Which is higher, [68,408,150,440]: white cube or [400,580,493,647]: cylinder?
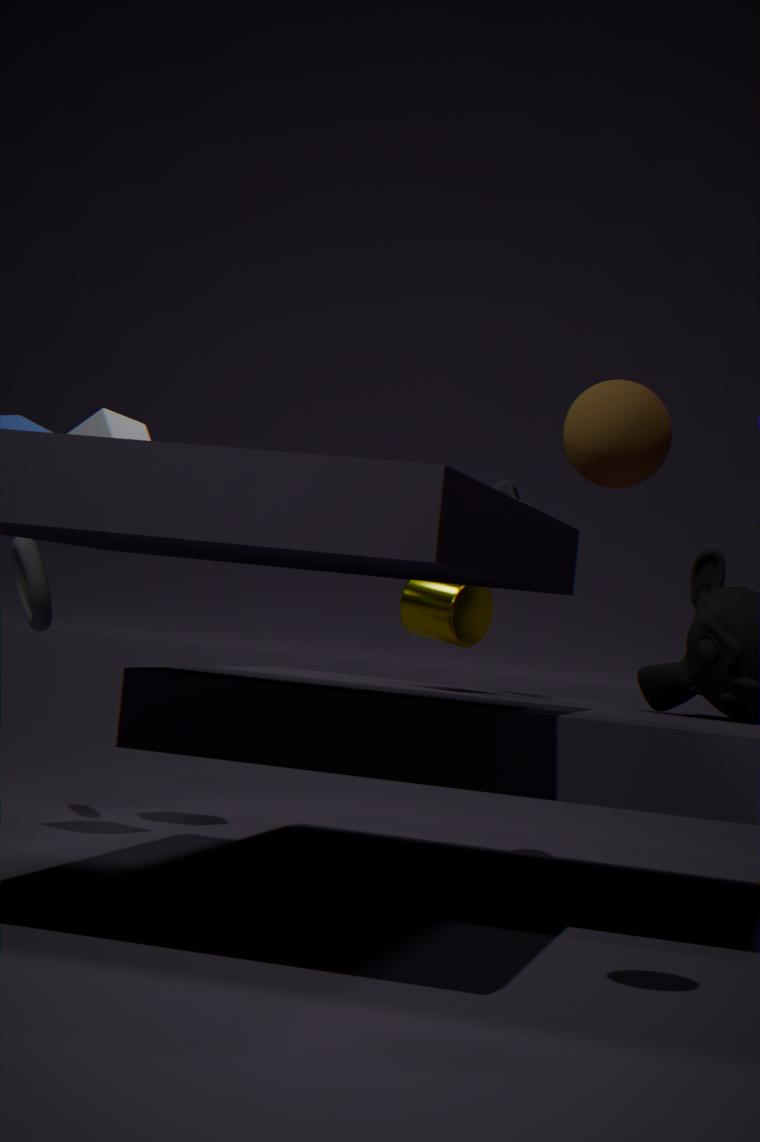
[68,408,150,440]: white cube
